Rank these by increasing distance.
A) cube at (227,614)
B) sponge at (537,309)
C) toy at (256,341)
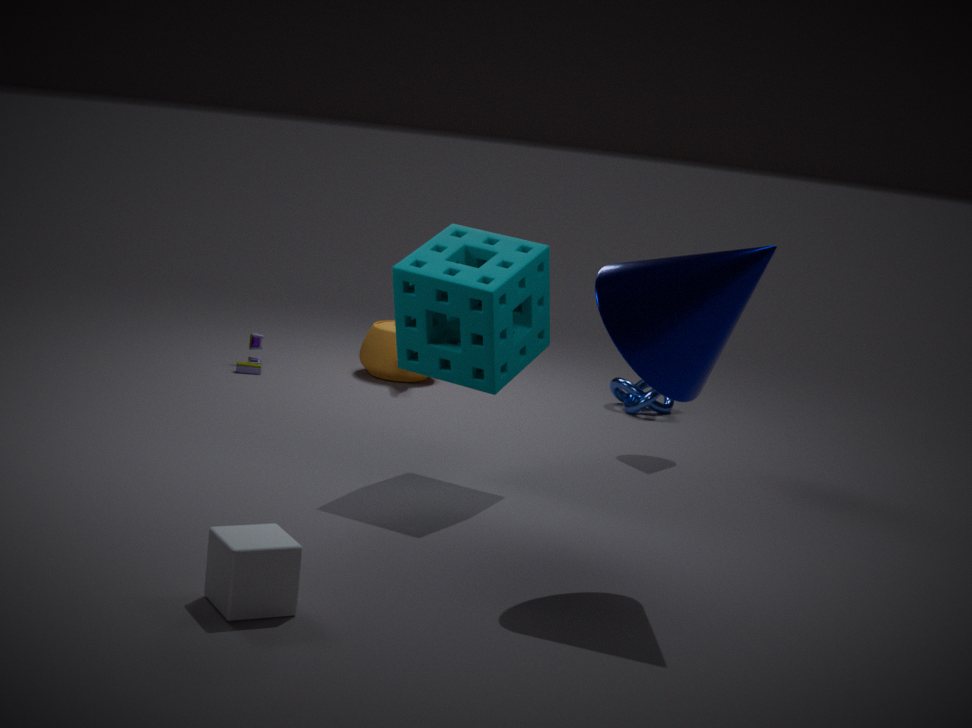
cube at (227,614) < sponge at (537,309) < toy at (256,341)
